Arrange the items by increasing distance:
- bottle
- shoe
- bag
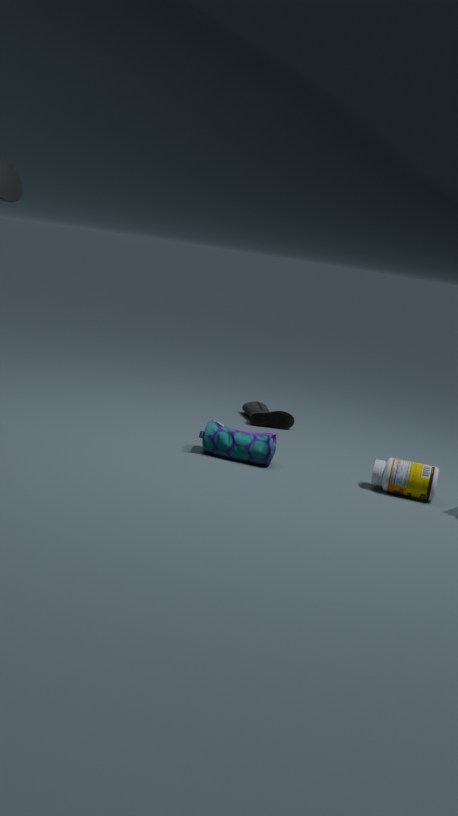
bottle
bag
shoe
